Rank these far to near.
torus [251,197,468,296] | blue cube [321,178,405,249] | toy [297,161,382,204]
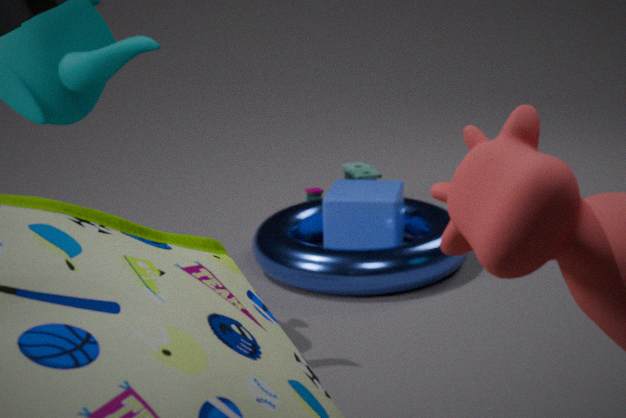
1. toy [297,161,382,204]
2. blue cube [321,178,405,249]
3. torus [251,197,468,296]
